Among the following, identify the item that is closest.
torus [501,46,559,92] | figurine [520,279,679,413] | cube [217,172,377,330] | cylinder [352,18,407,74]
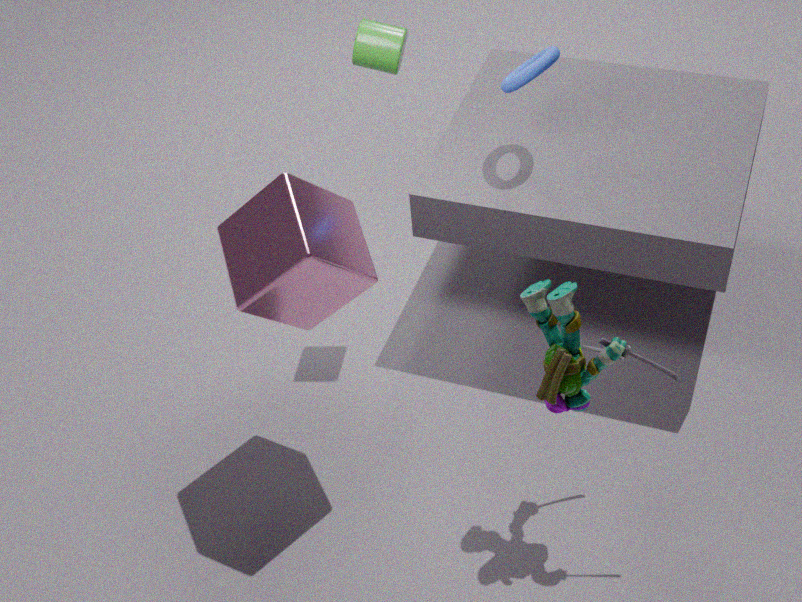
figurine [520,279,679,413]
